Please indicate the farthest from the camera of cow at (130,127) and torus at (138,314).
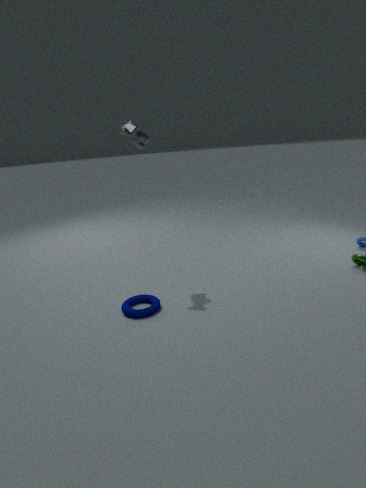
cow at (130,127)
